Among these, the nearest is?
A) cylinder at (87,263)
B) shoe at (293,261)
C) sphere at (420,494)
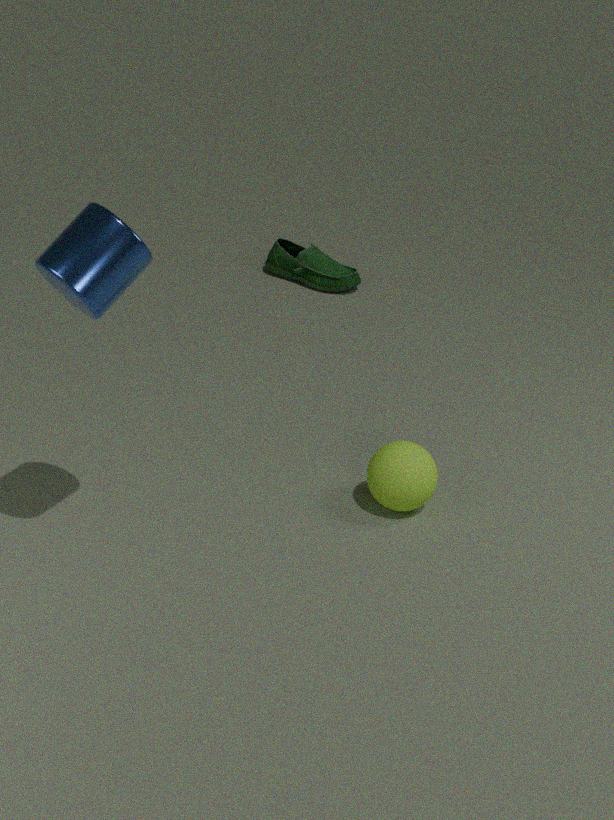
A. cylinder at (87,263)
